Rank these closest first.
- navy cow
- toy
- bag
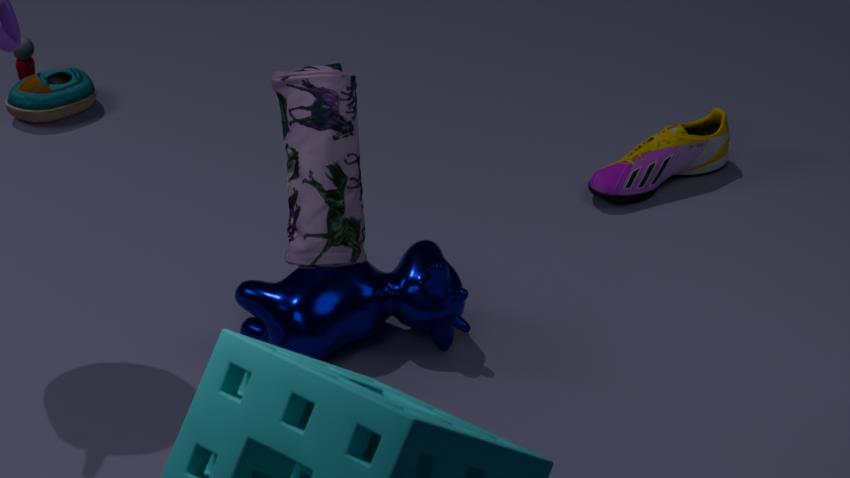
1. bag
2. navy cow
3. toy
